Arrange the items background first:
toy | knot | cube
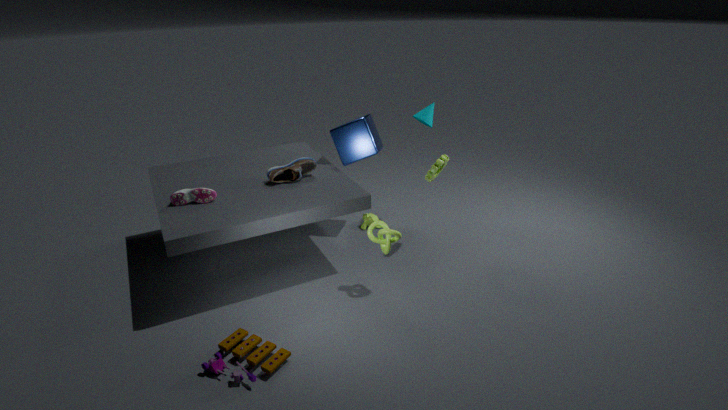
cube < knot < toy
